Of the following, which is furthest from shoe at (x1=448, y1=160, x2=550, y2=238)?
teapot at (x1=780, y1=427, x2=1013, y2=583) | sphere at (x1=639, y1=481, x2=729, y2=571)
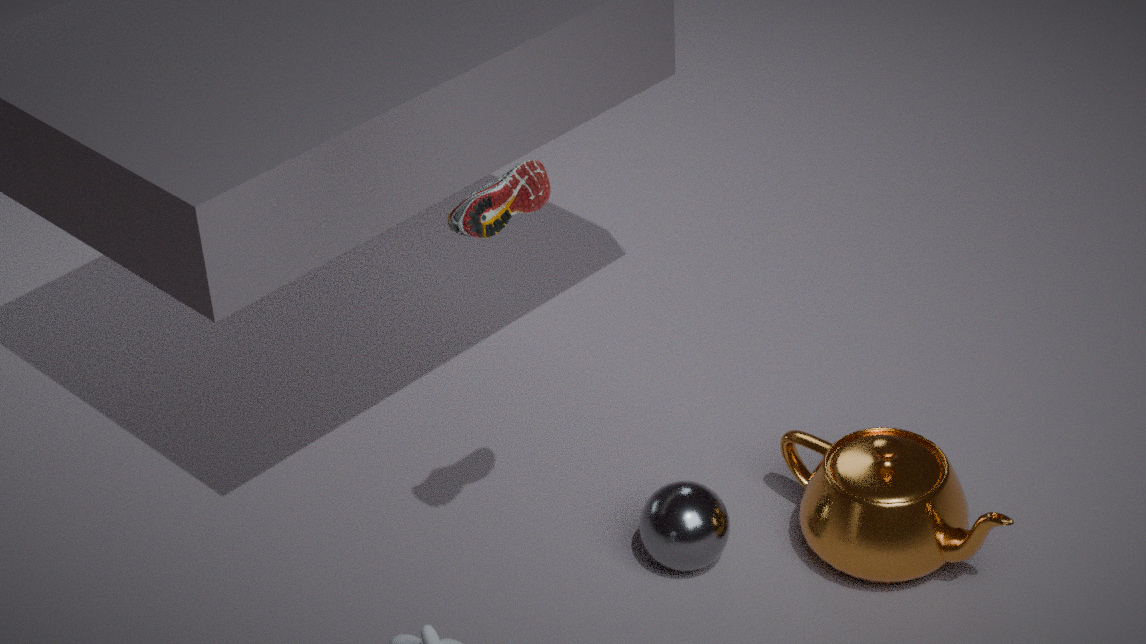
teapot at (x1=780, y1=427, x2=1013, y2=583)
